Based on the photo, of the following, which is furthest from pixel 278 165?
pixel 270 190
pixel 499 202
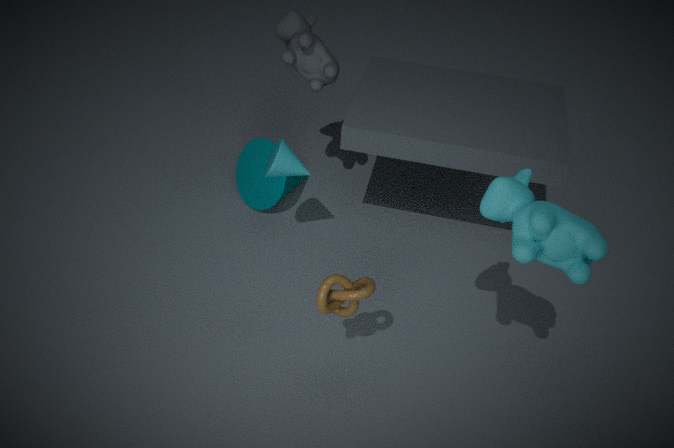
pixel 499 202
